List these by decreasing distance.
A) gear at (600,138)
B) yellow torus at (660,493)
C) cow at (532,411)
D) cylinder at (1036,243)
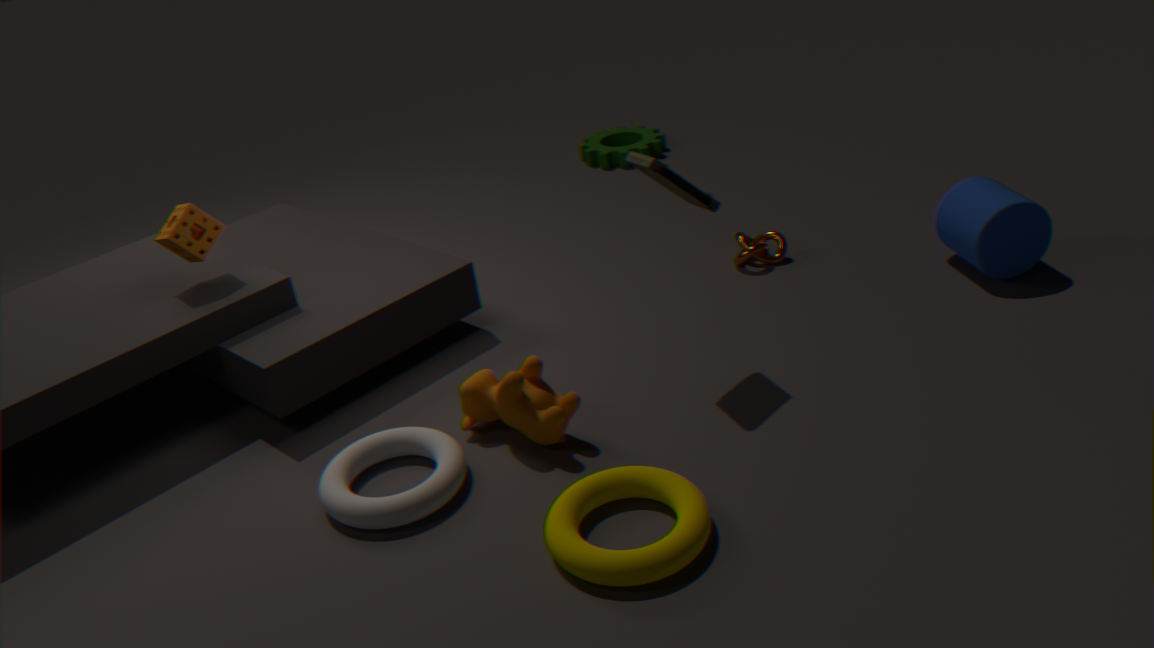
1. gear at (600,138)
2. cylinder at (1036,243)
3. cow at (532,411)
4. yellow torus at (660,493)
